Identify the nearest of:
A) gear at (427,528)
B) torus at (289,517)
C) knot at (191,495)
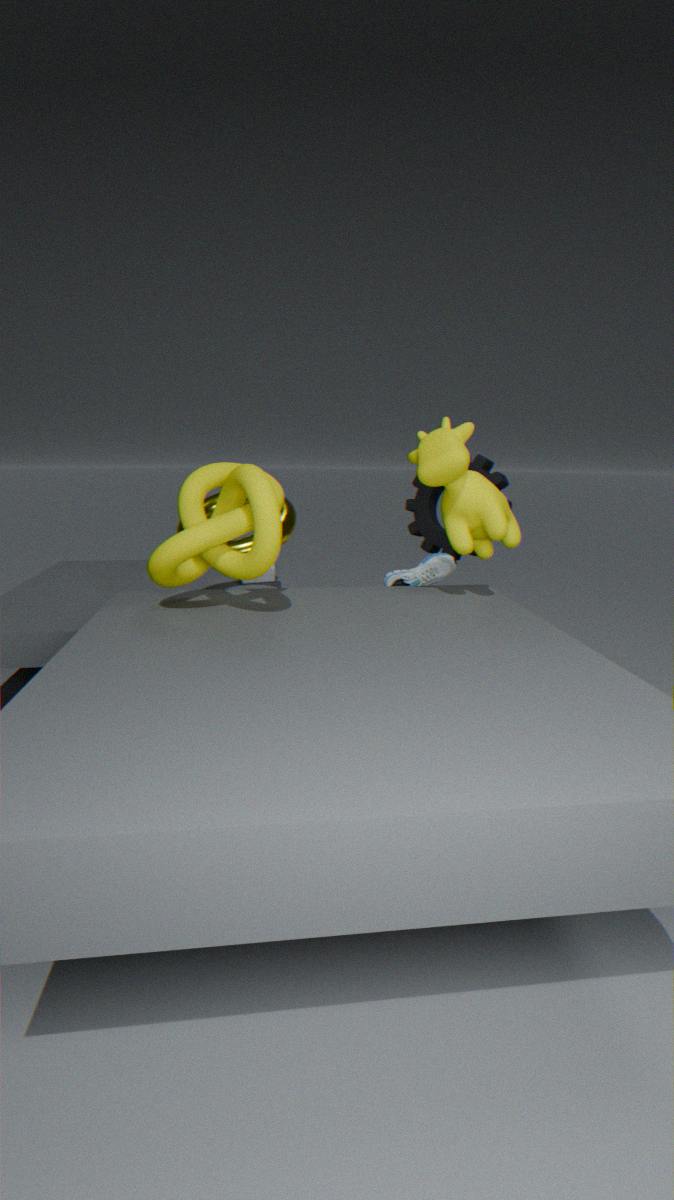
knot at (191,495)
